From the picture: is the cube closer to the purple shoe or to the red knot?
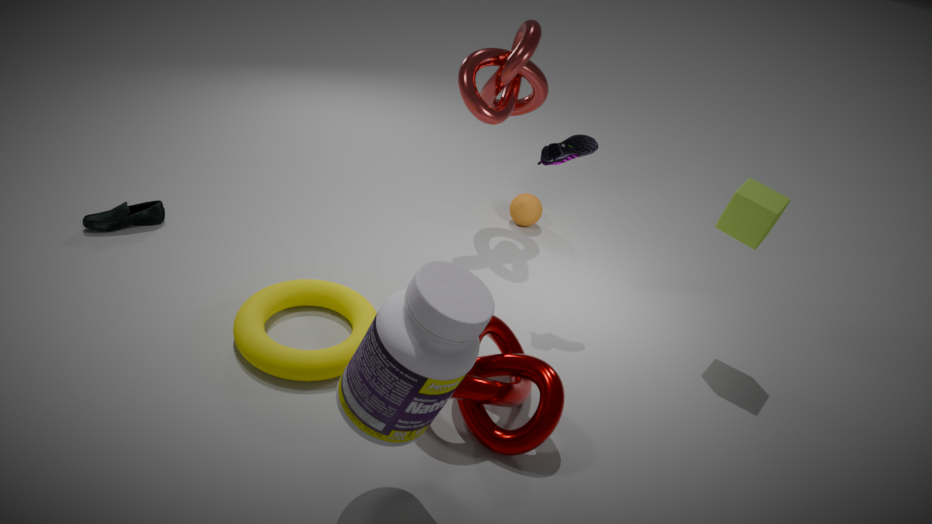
the purple shoe
